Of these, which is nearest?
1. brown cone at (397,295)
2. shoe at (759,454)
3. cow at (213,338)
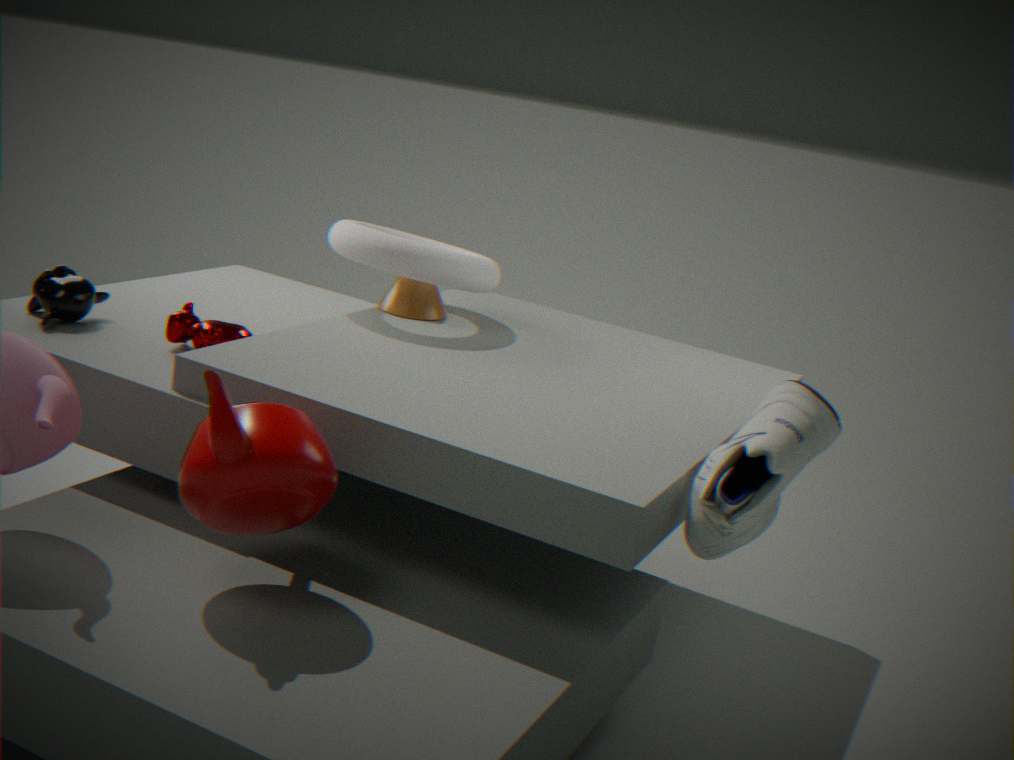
shoe at (759,454)
